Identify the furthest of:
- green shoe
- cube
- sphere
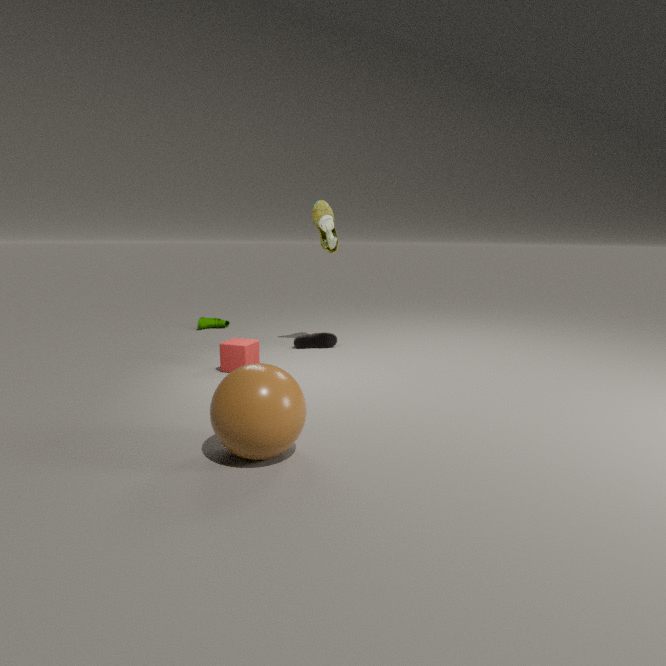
green shoe
